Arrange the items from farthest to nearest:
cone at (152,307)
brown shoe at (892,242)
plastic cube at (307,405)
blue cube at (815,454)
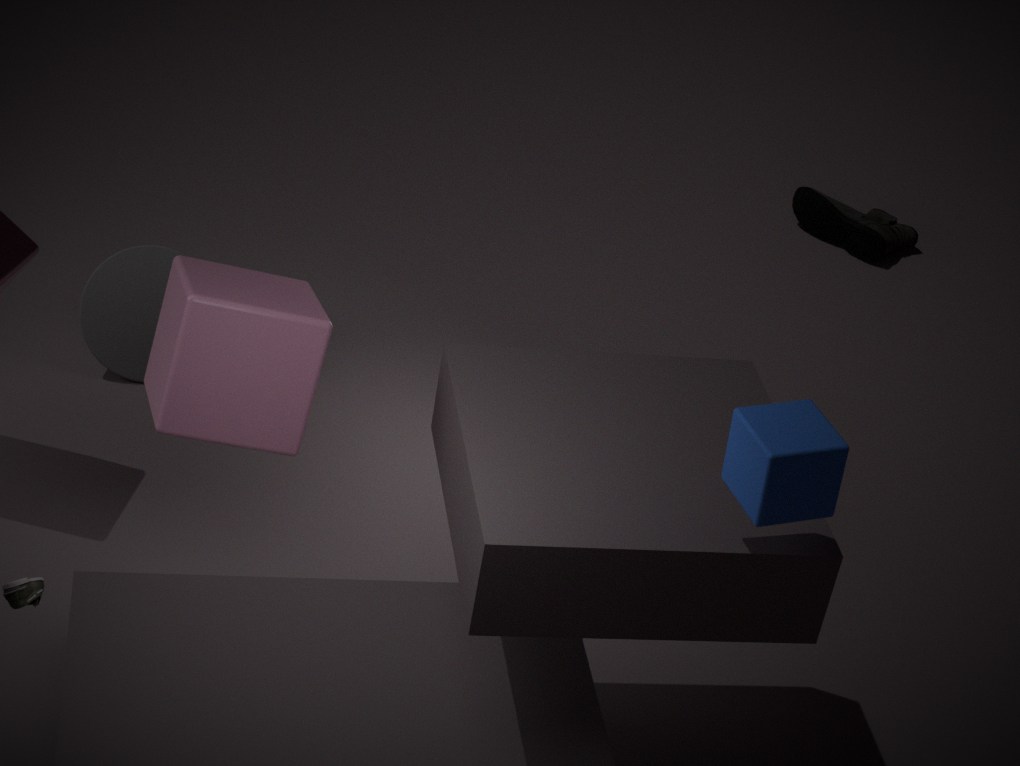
brown shoe at (892,242) → cone at (152,307) → plastic cube at (307,405) → blue cube at (815,454)
